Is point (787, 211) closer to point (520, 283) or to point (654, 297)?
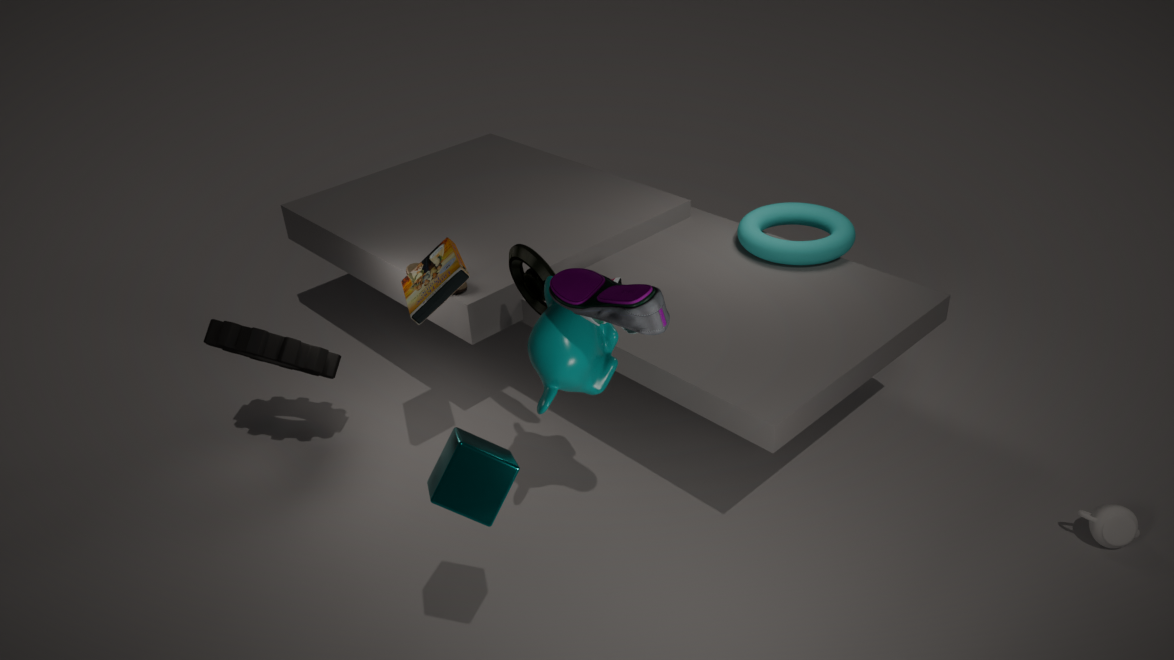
point (520, 283)
